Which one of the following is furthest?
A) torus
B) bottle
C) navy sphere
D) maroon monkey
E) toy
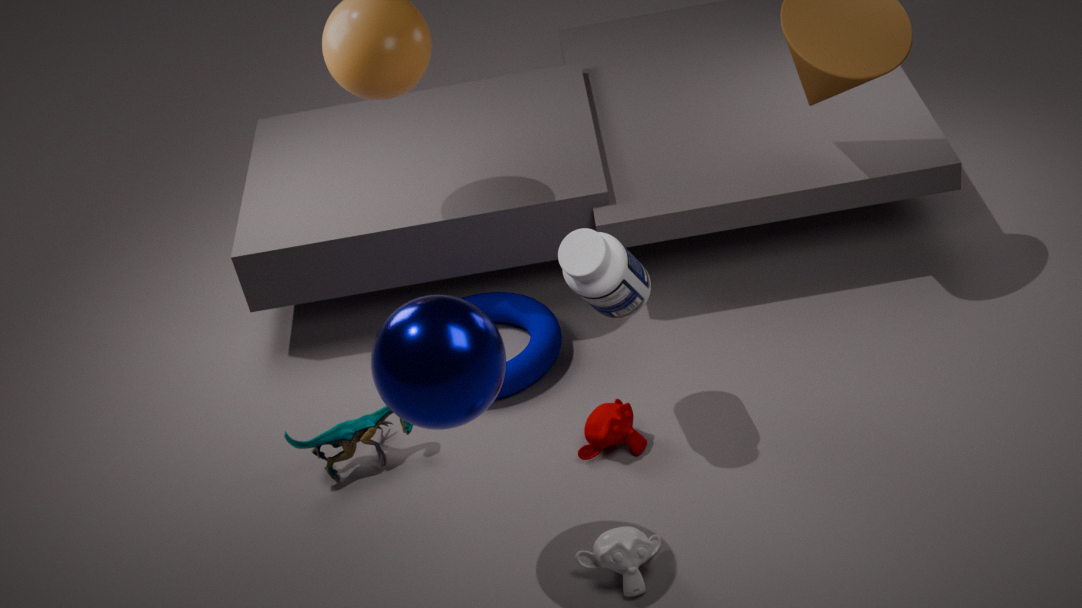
torus
